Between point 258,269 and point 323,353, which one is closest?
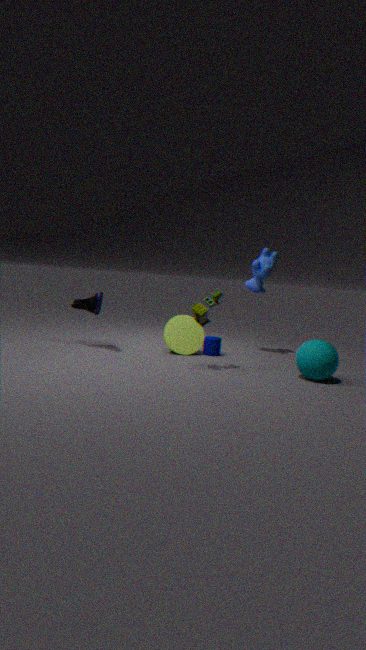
point 323,353
